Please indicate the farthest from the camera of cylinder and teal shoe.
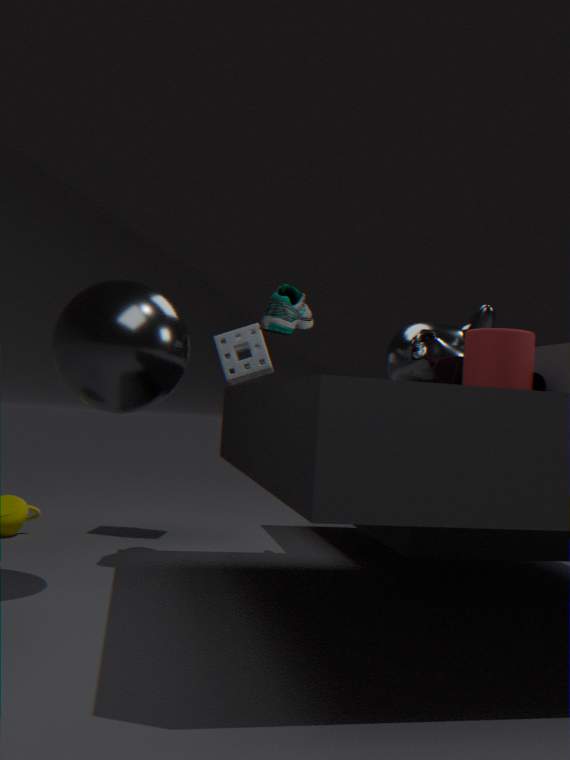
teal shoe
